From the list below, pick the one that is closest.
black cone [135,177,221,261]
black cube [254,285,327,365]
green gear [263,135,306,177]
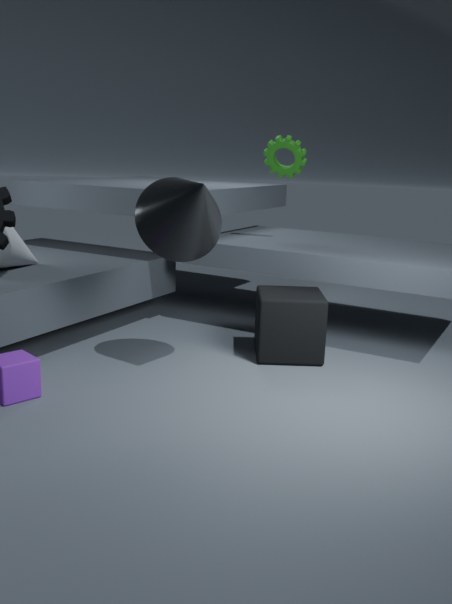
black cone [135,177,221,261]
